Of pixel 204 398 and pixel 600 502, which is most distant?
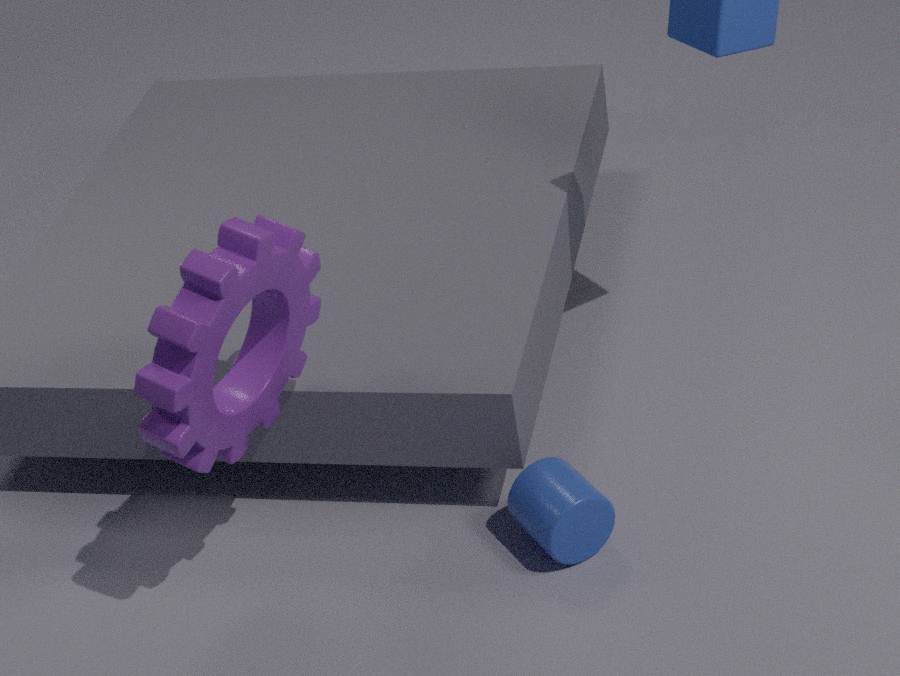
pixel 600 502
